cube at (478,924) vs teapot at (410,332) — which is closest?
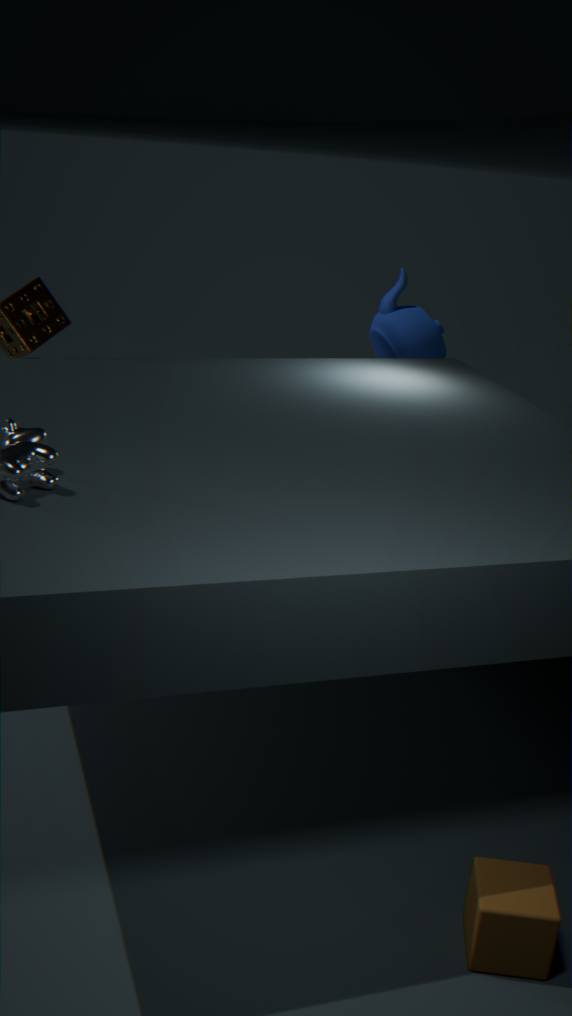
cube at (478,924)
